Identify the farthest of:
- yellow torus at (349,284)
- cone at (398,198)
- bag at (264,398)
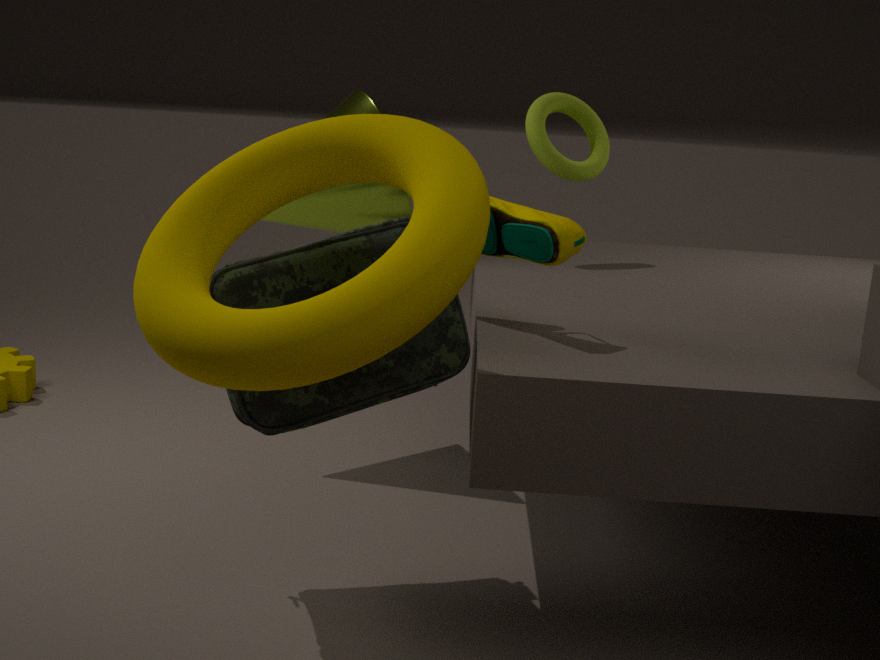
cone at (398,198)
